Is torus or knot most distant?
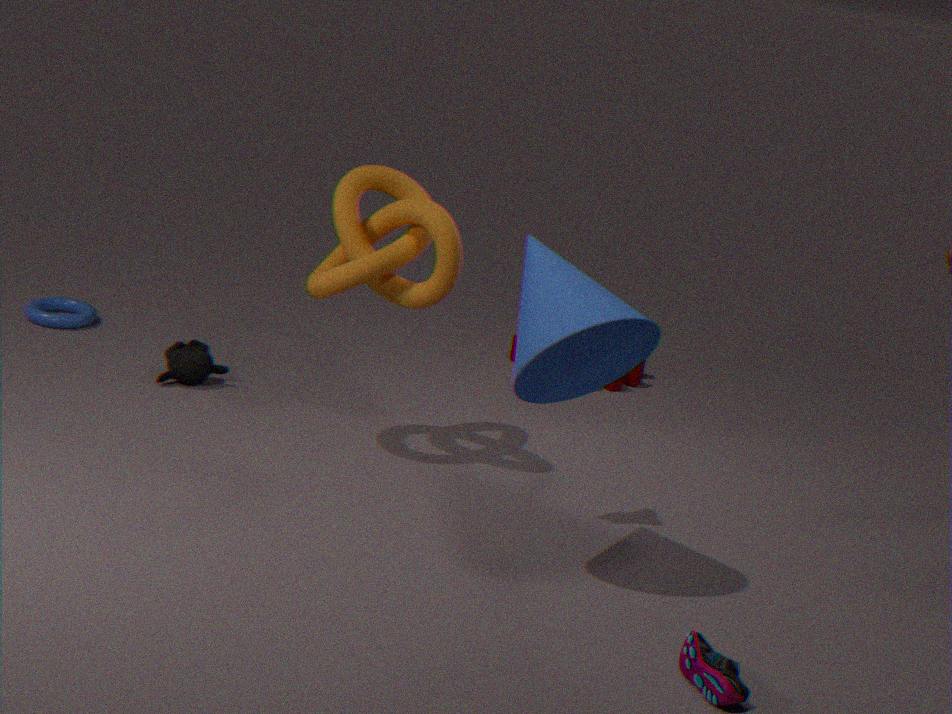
torus
